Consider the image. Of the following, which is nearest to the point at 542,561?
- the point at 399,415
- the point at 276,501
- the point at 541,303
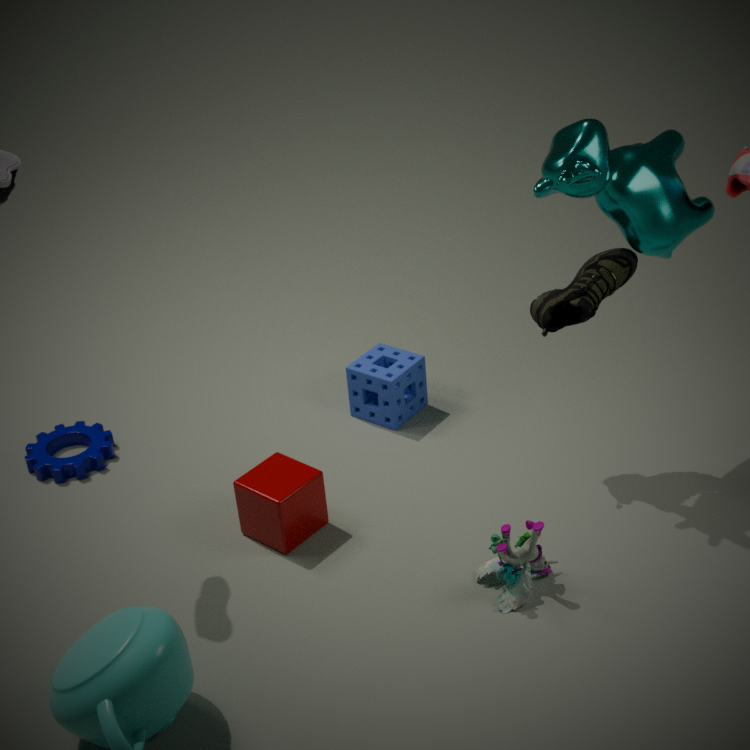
the point at 276,501
